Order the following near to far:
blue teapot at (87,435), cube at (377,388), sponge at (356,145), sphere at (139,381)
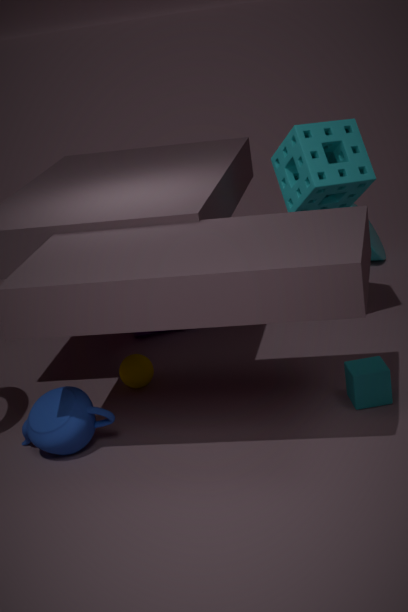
blue teapot at (87,435), cube at (377,388), sponge at (356,145), sphere at (139,381)
